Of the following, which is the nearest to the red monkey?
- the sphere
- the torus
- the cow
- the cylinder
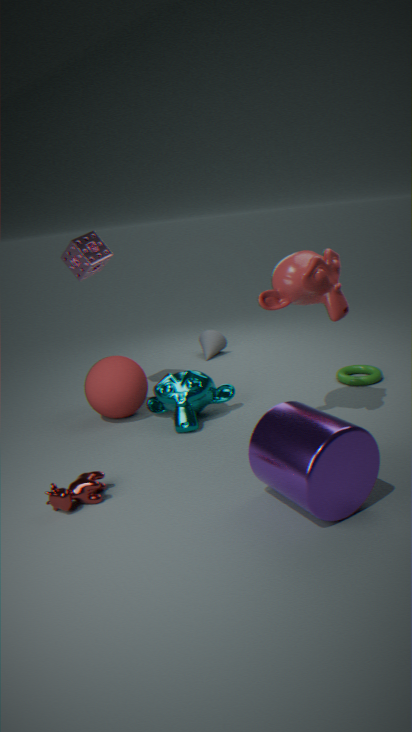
the cylinder
